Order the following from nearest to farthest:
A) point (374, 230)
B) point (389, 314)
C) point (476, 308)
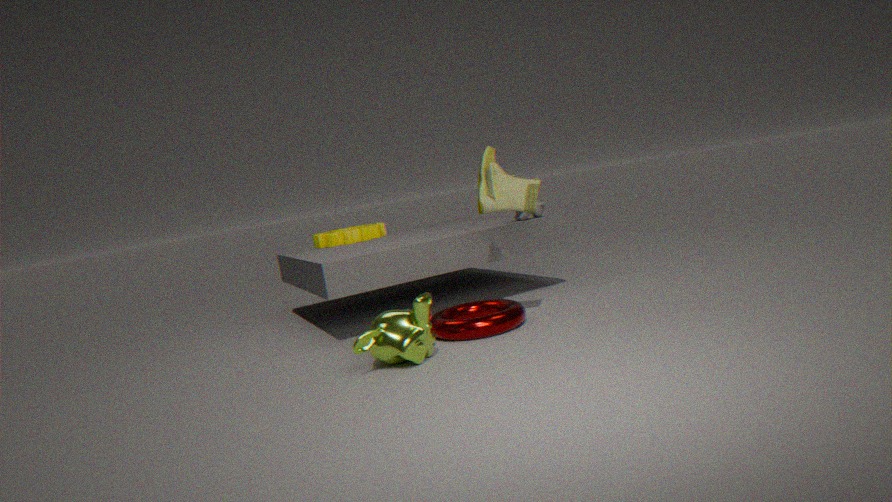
point (389, 314) < point (476, 308) < point (374, 230)
